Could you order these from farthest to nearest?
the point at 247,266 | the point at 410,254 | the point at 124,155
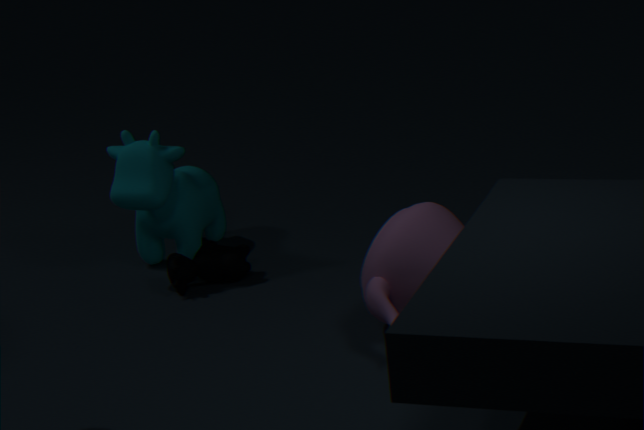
the point at 247,266
the point at 124,155
the point at 410,254
